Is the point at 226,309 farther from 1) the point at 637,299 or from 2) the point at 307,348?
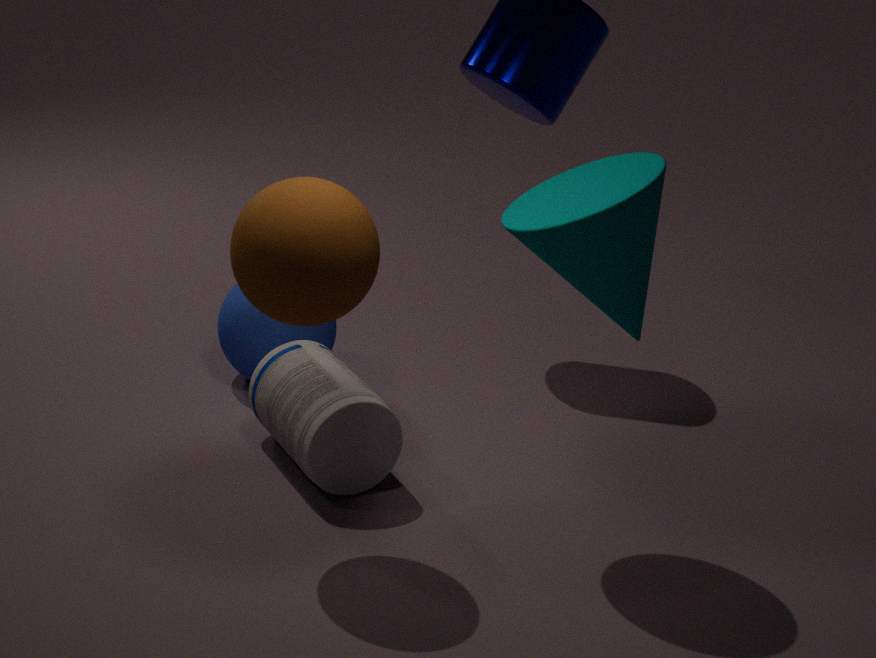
1) the point at 637,299
